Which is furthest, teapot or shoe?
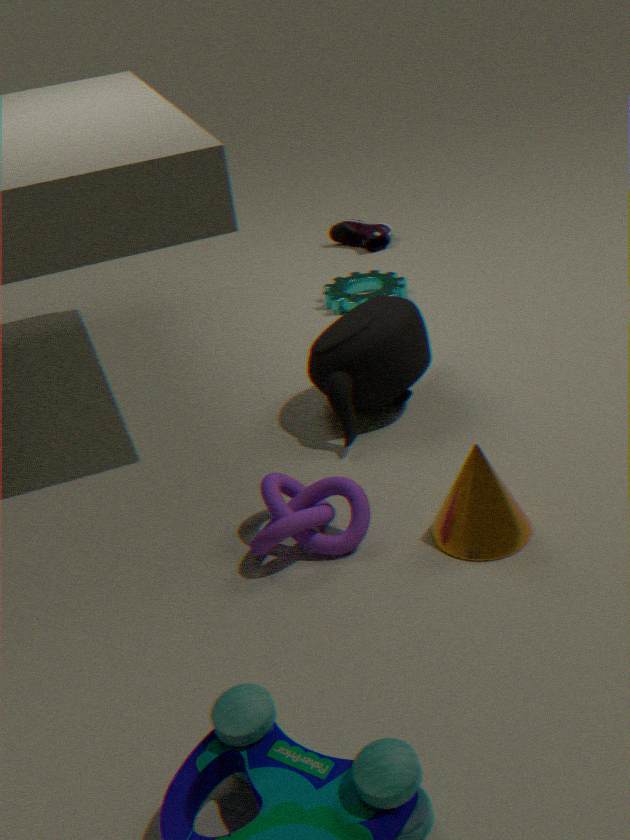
shoe
